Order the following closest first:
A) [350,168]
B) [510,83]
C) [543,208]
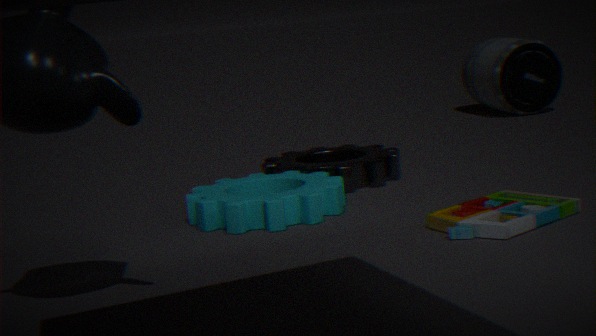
1. [543,208]
2. [350,168]
3. [510,83]
